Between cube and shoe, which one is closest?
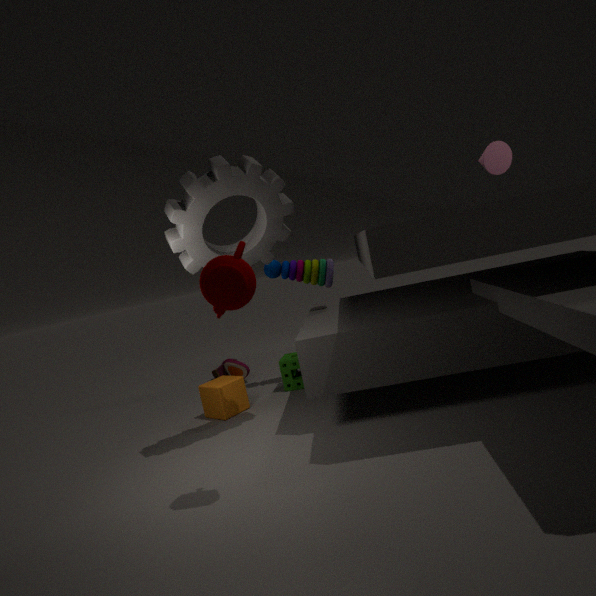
cube
